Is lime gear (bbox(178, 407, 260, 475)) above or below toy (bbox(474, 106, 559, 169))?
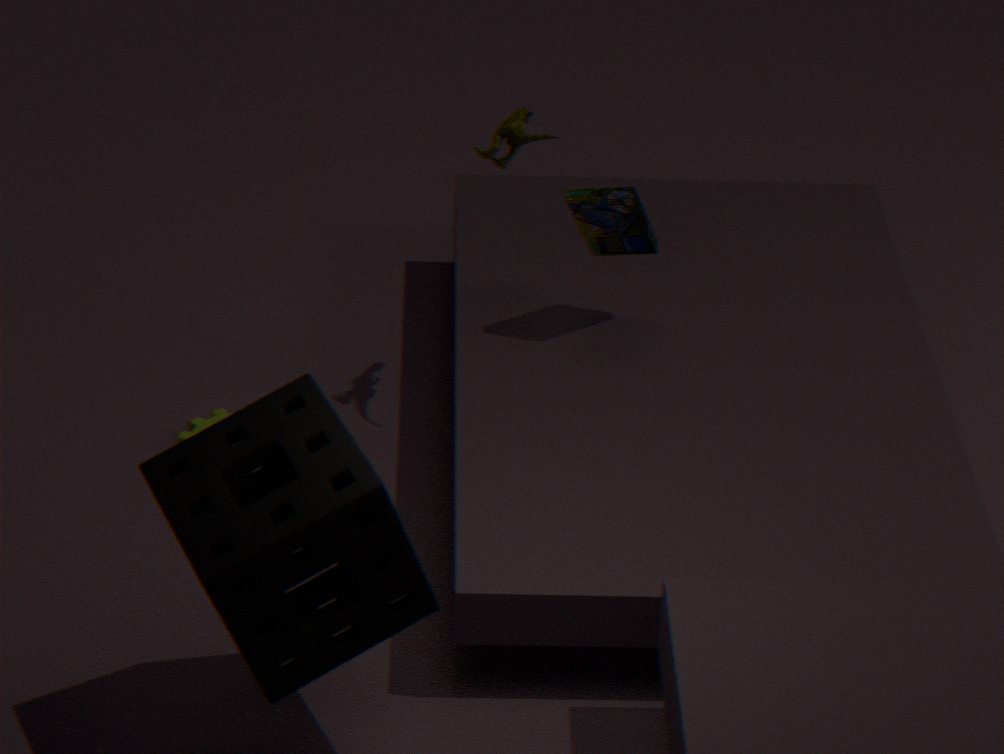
below
